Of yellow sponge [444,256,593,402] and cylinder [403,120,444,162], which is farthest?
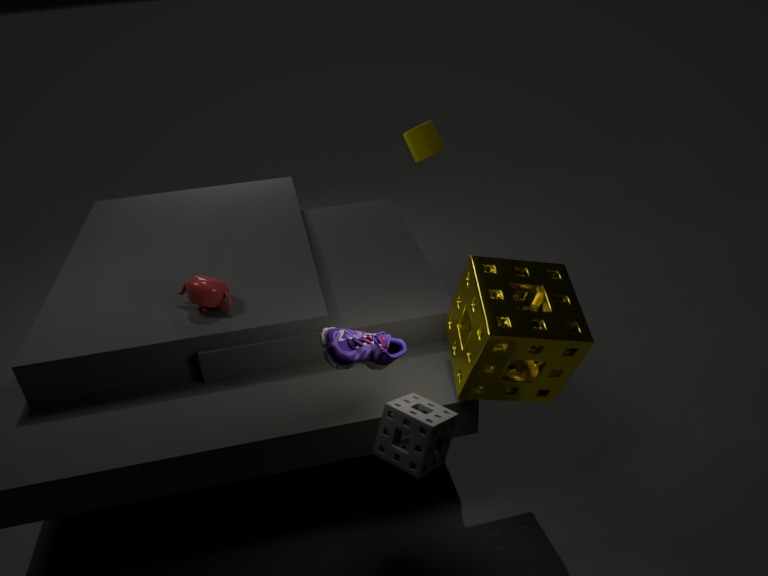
cylinder [403,120,444,162]
